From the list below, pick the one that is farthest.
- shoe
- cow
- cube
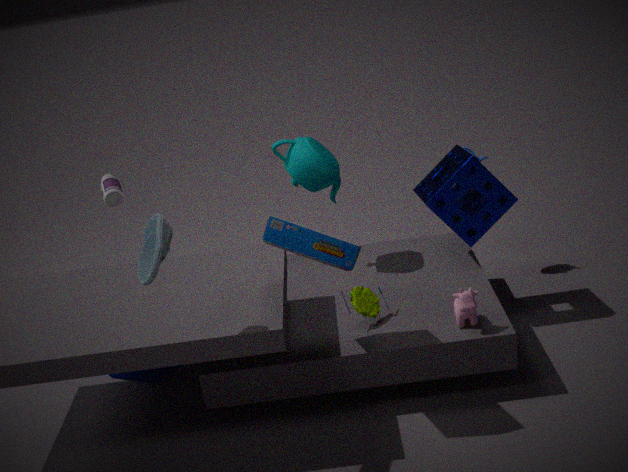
cube
